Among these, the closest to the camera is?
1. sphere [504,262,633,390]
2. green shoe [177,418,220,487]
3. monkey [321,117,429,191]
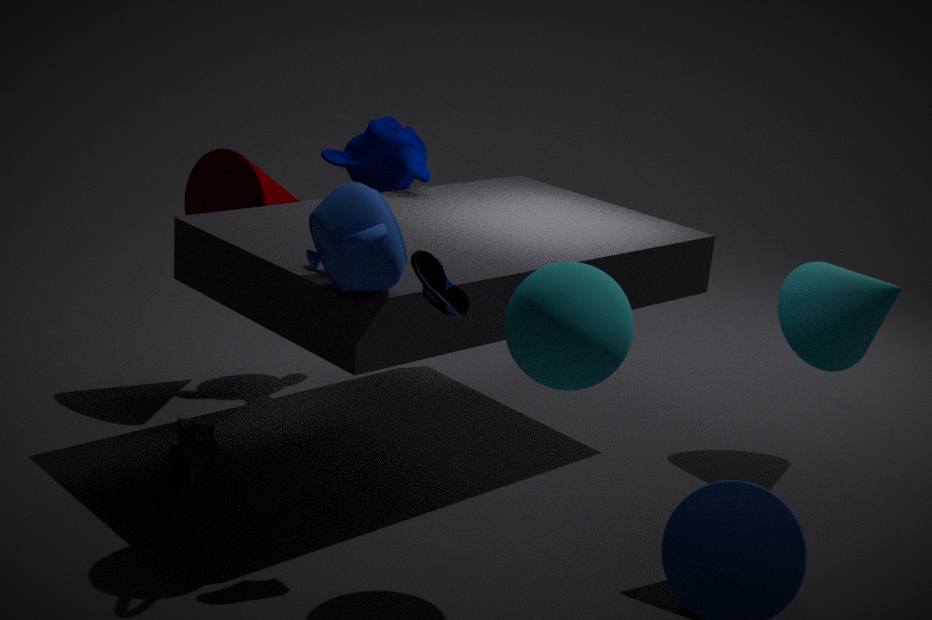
sphere [504,262,633,390]
